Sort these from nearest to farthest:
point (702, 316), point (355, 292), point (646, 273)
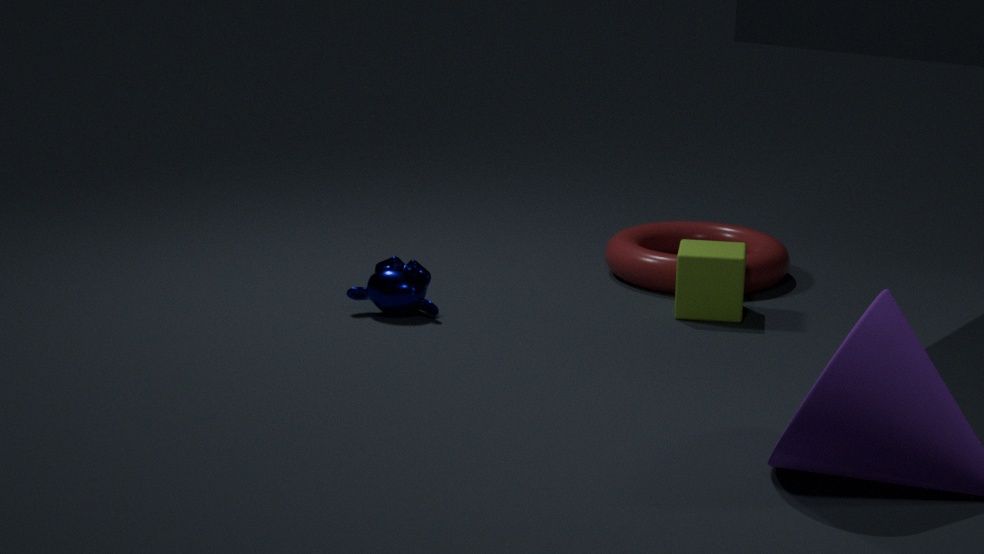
point (355, 292) → point (702, 316) → point (646, 273)
